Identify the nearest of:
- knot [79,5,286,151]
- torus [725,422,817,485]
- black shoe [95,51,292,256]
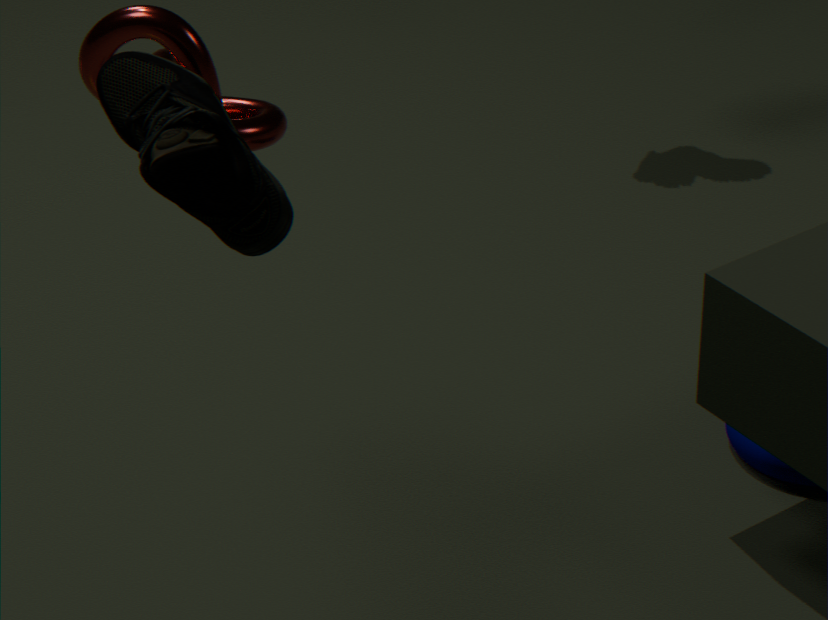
black shoe [95,51,292,256]
